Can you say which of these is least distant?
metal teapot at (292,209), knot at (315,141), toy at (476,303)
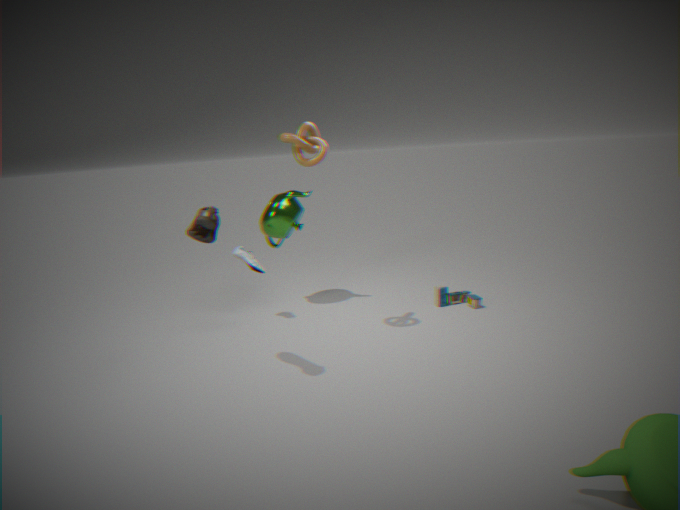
knot at (315,141)
